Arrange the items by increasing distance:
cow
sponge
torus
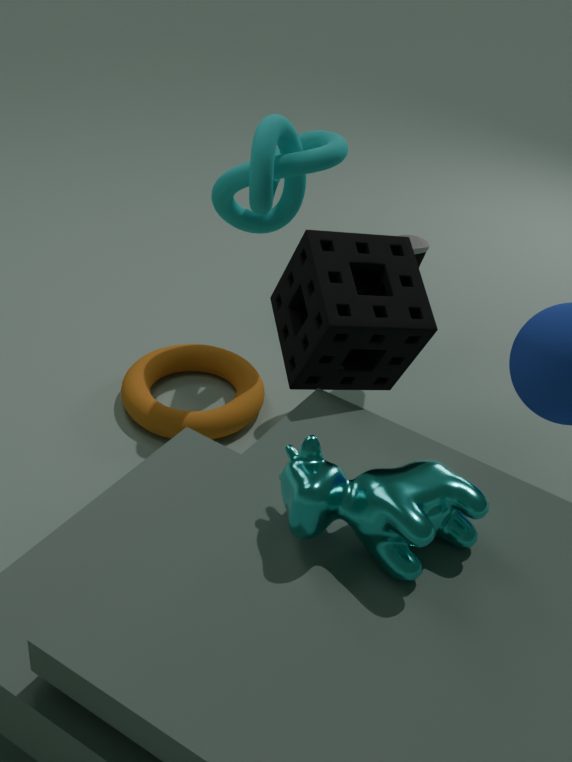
cow, sponge, torus
